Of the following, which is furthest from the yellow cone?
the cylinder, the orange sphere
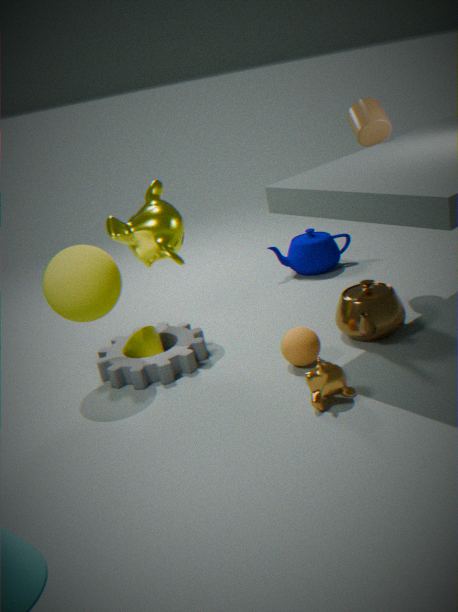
the cylinder
